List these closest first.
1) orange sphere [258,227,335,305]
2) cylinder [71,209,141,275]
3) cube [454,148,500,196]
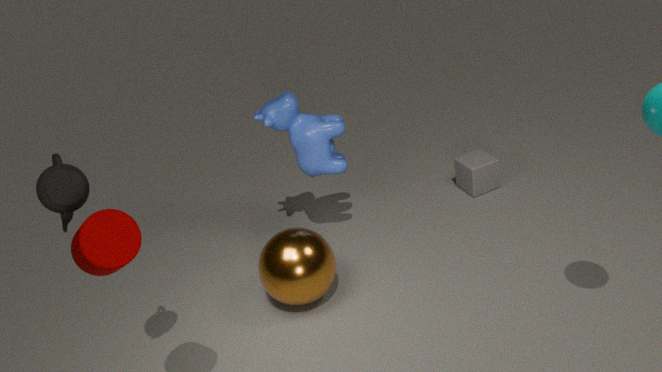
2. cylinder [71,209,141,275] < 1. orange sphere [258,227,335,305] < 3. cube [454,148,500,196]
